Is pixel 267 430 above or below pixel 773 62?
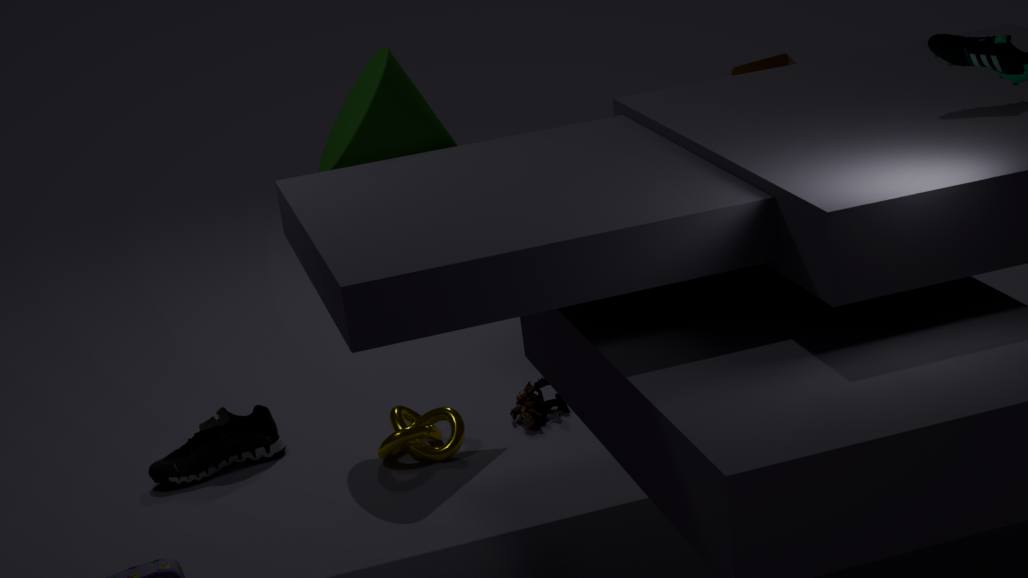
below
